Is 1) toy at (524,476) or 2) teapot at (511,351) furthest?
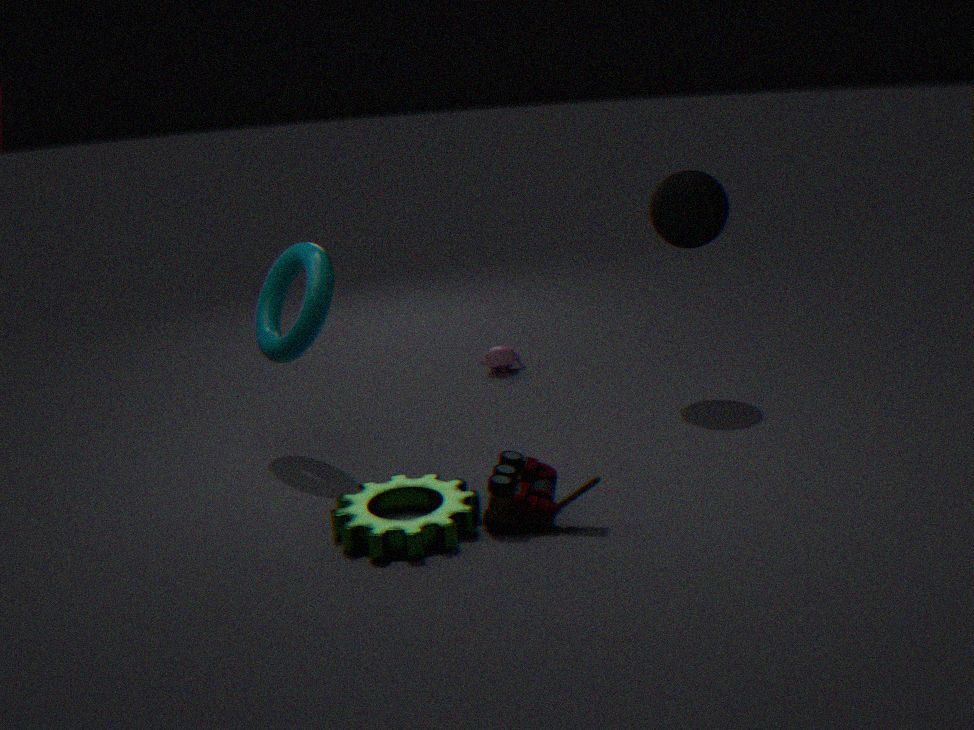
2. teapot at (511,351)
